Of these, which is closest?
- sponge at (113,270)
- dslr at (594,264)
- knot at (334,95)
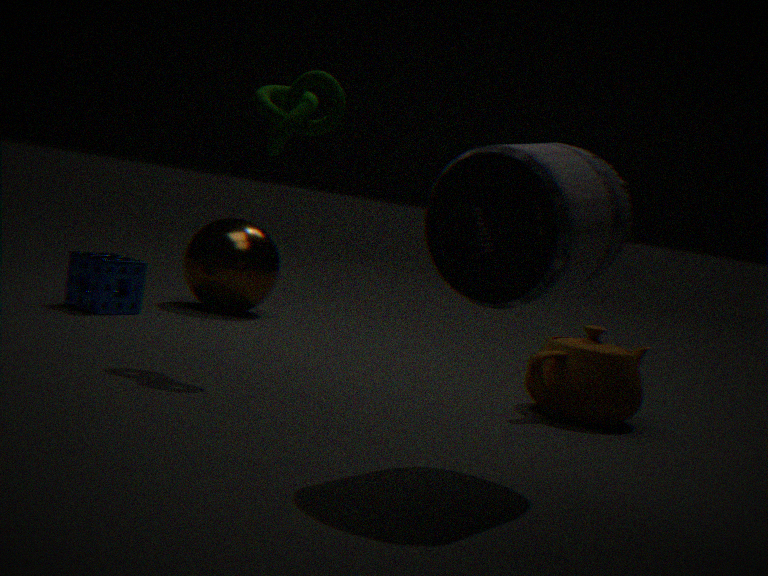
dslr at (594,264)
